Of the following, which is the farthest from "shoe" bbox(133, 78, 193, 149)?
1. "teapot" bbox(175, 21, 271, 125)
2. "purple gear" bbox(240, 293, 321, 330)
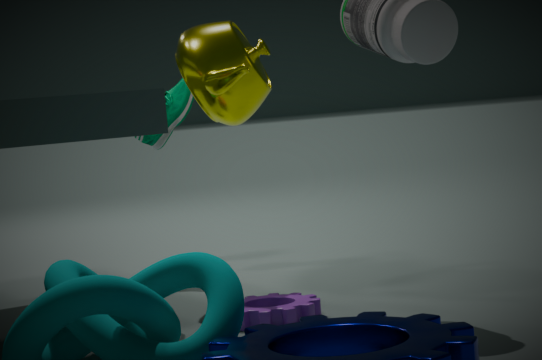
"purple gear" bbox(240, 293, 321, 330)
